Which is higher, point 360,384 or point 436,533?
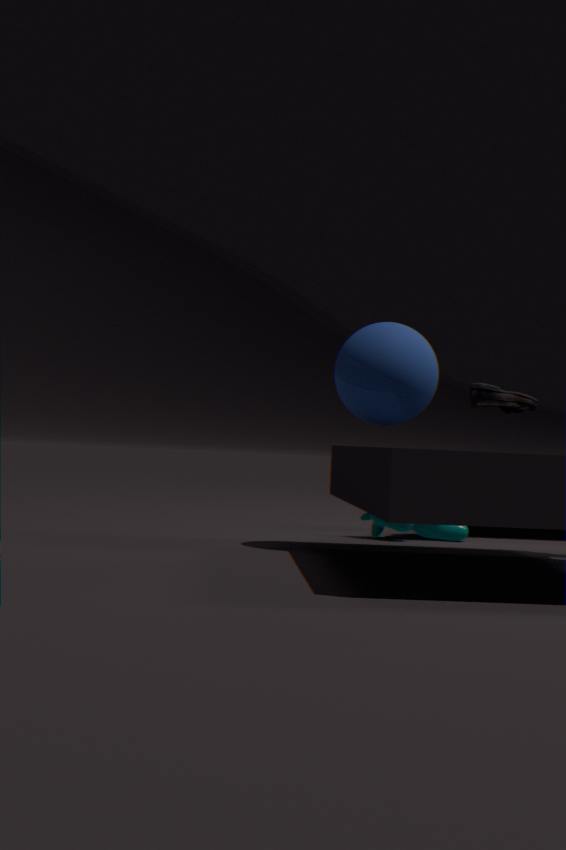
point 360,384
